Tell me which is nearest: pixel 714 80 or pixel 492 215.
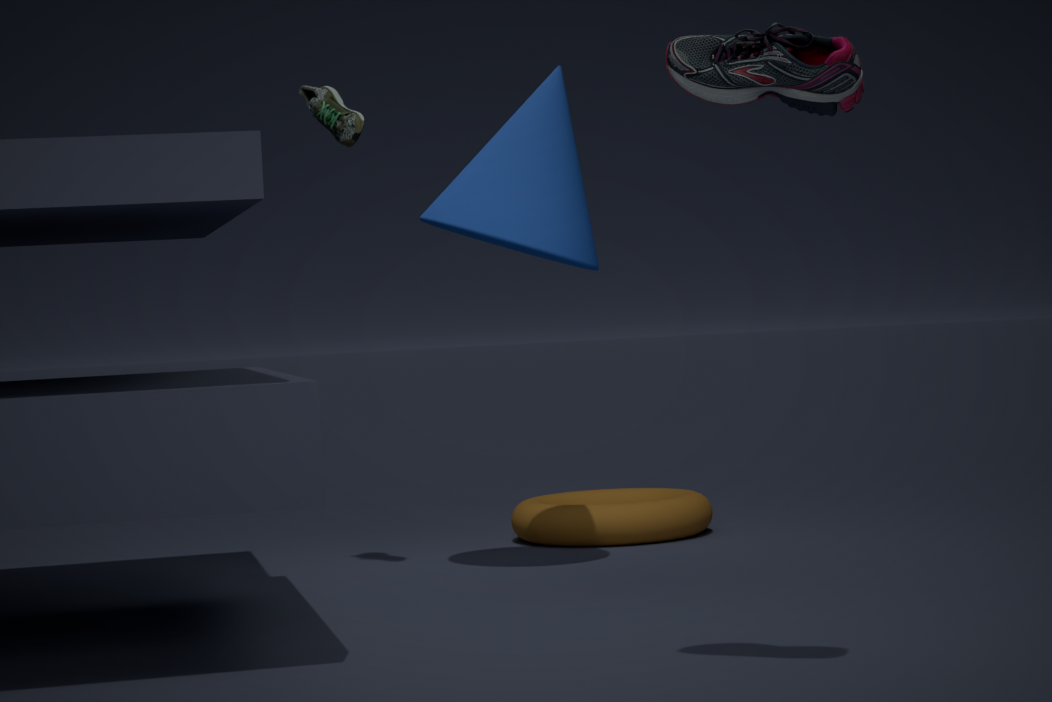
pixel 714 80
